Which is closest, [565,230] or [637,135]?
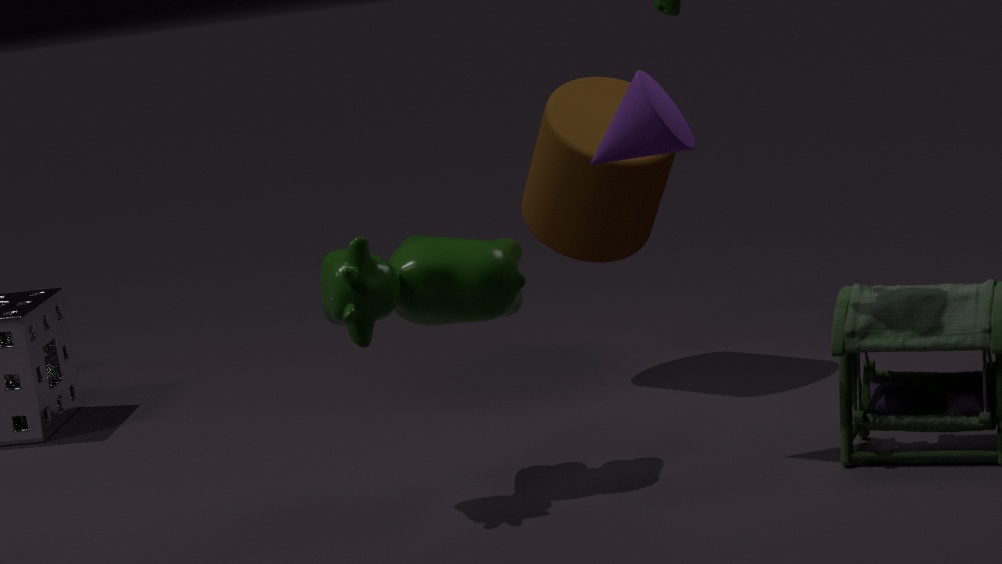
[637,135]
